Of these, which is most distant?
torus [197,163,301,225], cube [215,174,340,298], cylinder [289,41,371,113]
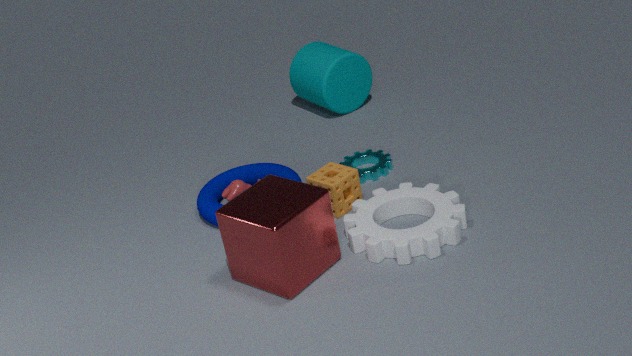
cylinder [289,41,371,113]
